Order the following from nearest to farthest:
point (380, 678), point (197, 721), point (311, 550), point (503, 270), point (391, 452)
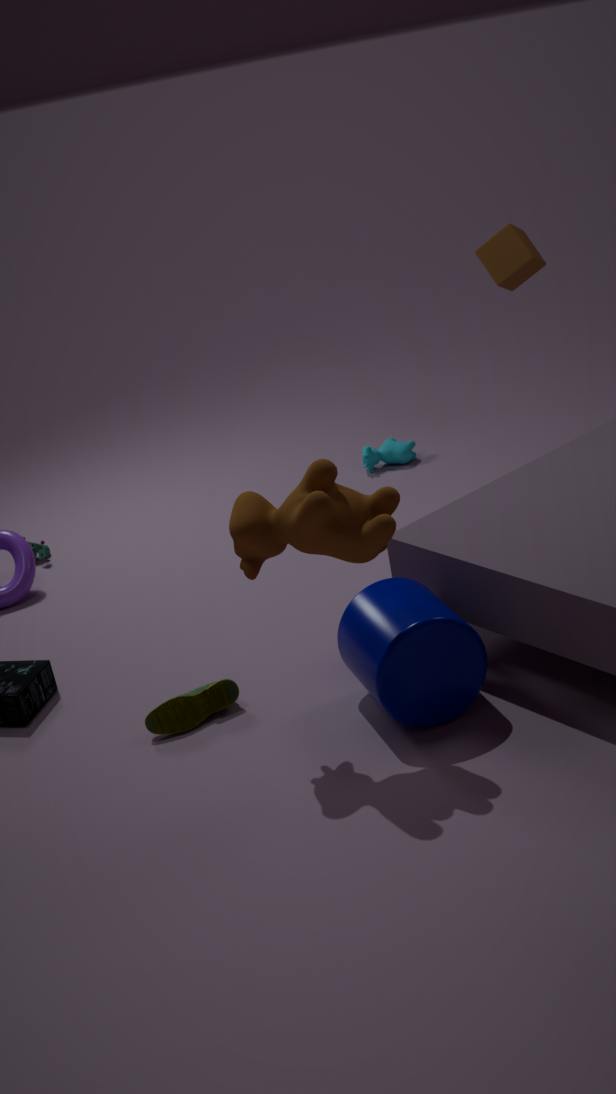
point (311, 550) < point (380, 678) < point (197, 721) < point (503, 270) < point (391, 452)
